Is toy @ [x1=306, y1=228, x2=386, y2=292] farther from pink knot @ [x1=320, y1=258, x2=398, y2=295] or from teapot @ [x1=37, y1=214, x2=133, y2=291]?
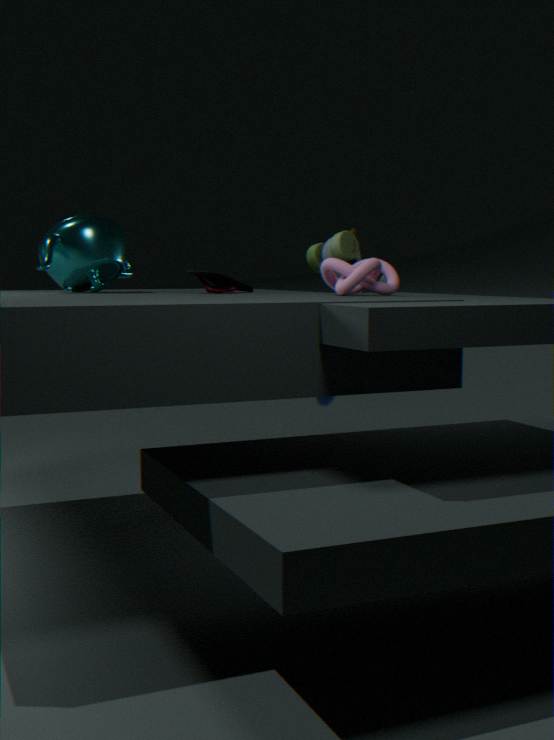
teapot @ [x1=37, y1=214, x2=133, y2=291]
